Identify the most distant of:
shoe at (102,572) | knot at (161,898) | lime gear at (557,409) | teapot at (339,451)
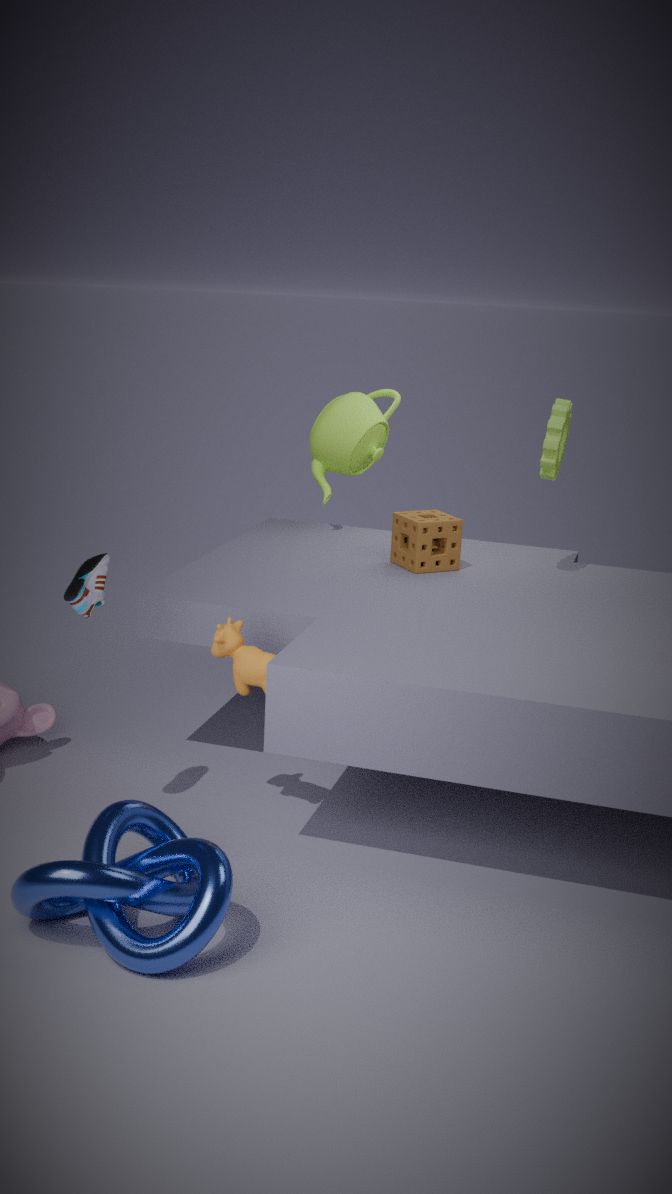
teapot at (339,451)
